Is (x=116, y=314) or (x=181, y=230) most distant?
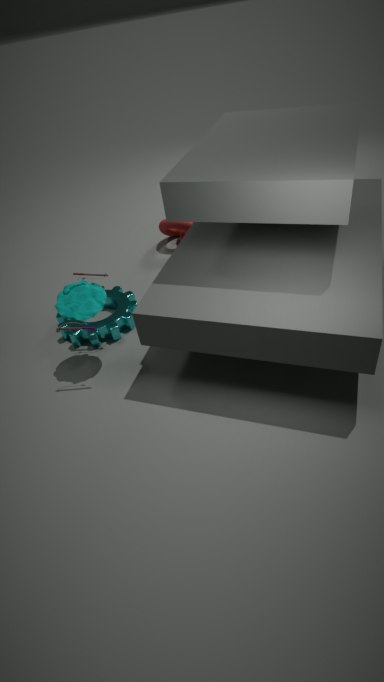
(x=181, y=230)
